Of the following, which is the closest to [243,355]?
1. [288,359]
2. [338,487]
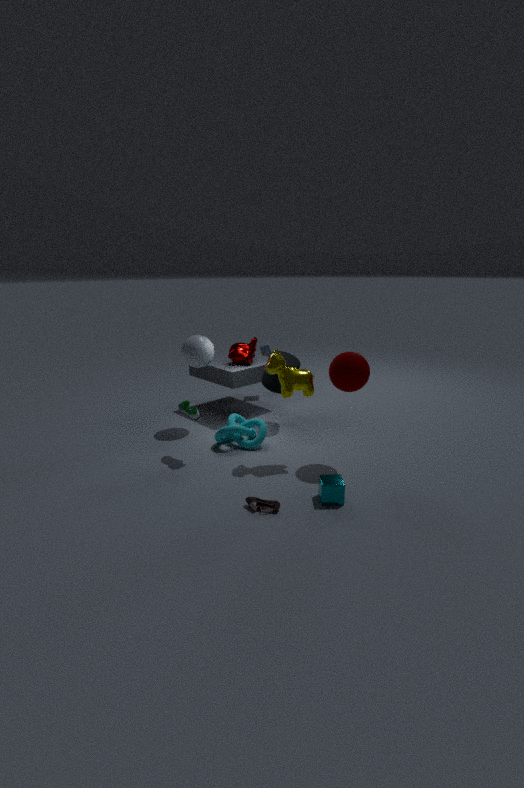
[288,359]
